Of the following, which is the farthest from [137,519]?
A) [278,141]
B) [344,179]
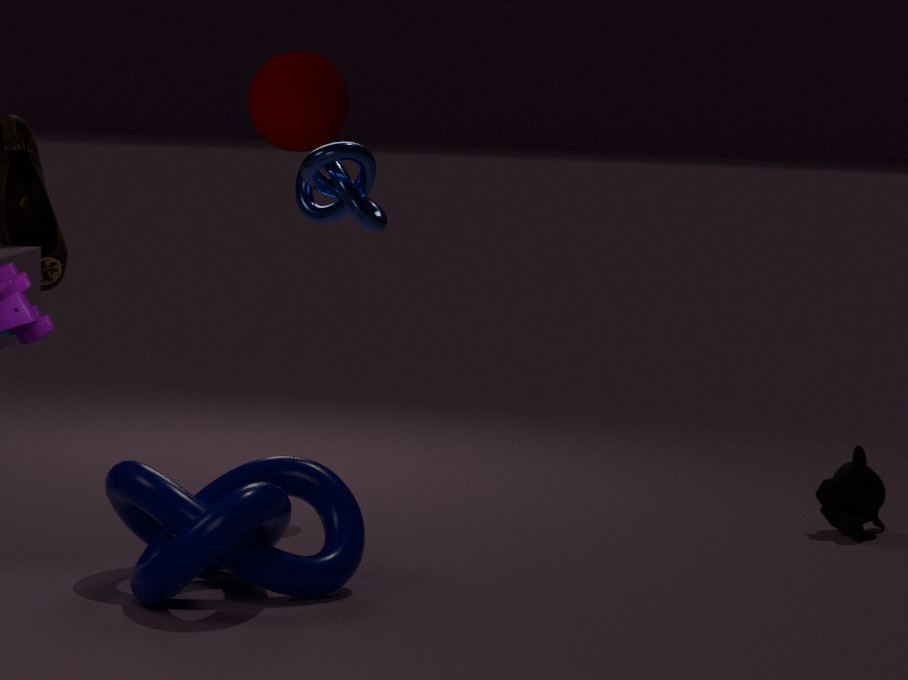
[344,179]
